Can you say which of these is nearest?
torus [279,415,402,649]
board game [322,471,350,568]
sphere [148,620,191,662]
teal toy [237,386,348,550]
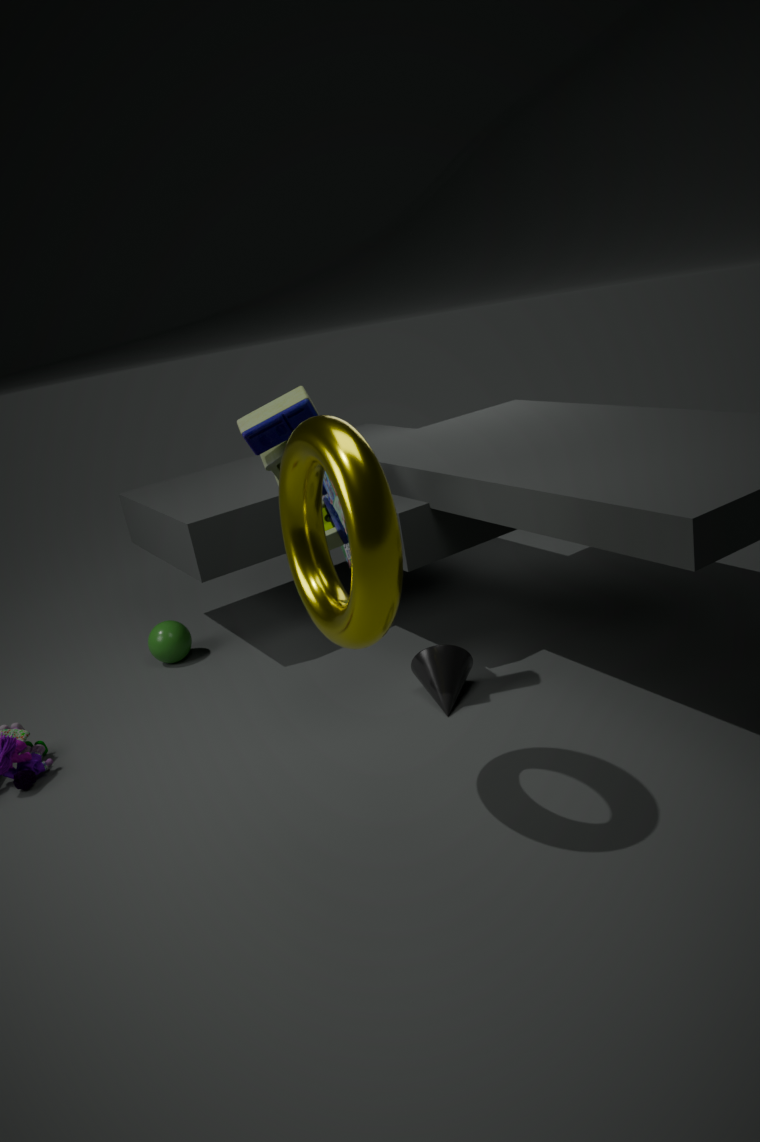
torus [279,415,402,649]
